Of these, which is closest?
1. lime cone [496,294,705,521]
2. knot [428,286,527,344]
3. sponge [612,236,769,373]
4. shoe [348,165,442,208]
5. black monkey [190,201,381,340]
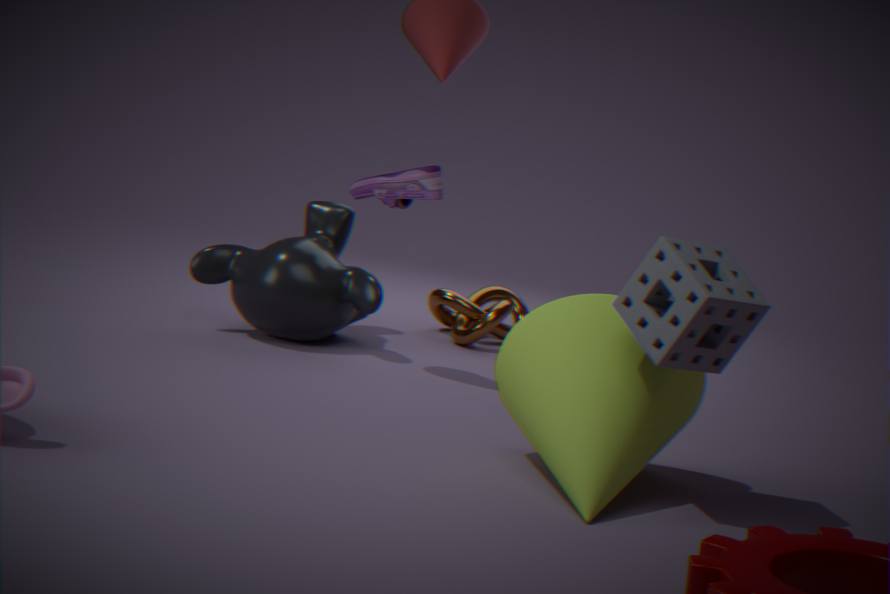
sponge [612,236,769,373]
